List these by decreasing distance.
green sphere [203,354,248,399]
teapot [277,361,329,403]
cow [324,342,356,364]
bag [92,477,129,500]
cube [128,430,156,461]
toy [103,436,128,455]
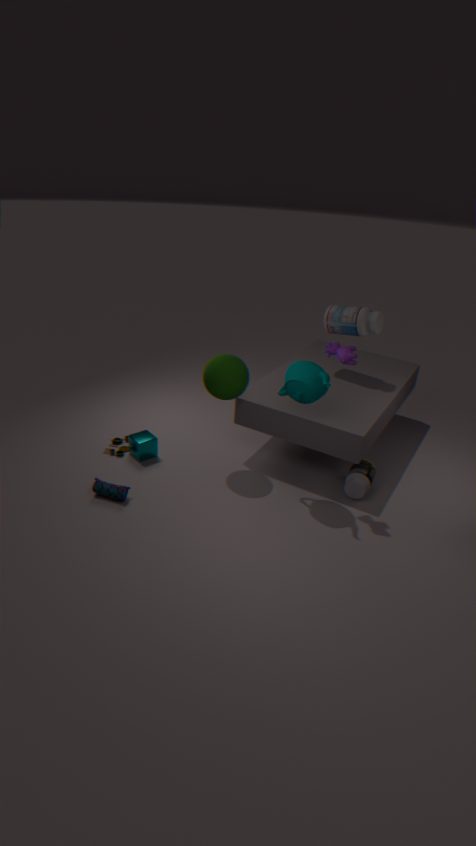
1. toy [103,436,128,455]
2. cube [128,430,156,461]
3. green sphere [203,354,248,399]
4. bag [92,477,129,500]
5. teapot [277,361,329,403]
6. cow [324,342,356,364]
